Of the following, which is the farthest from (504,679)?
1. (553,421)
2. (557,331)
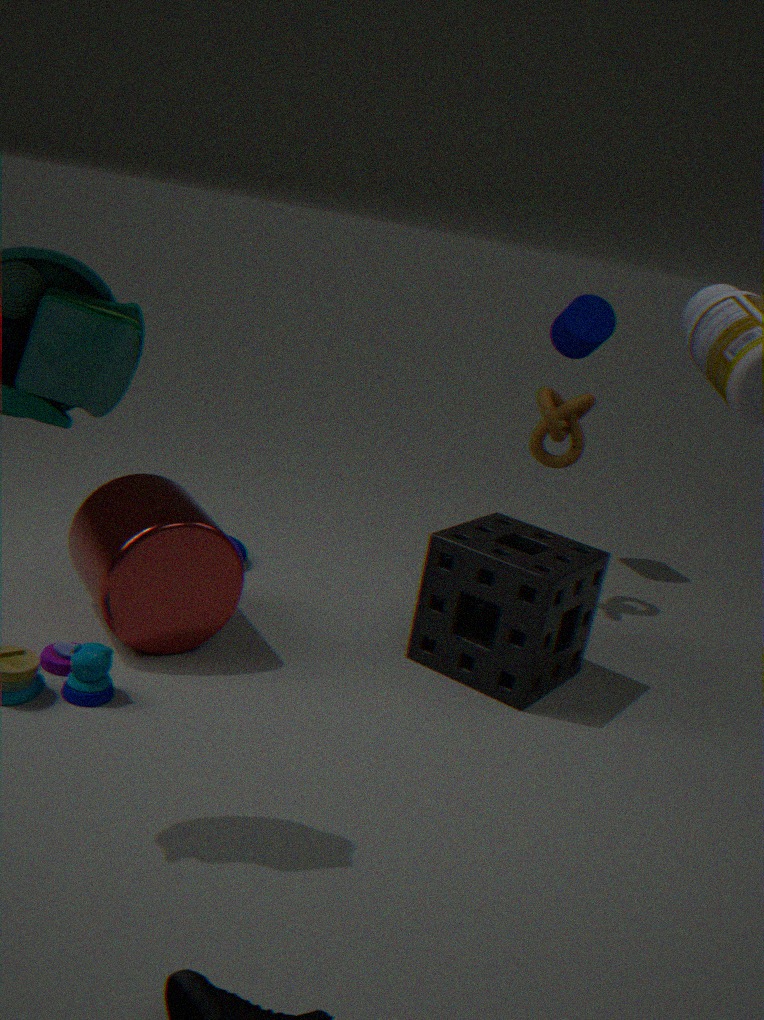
(557,331)
